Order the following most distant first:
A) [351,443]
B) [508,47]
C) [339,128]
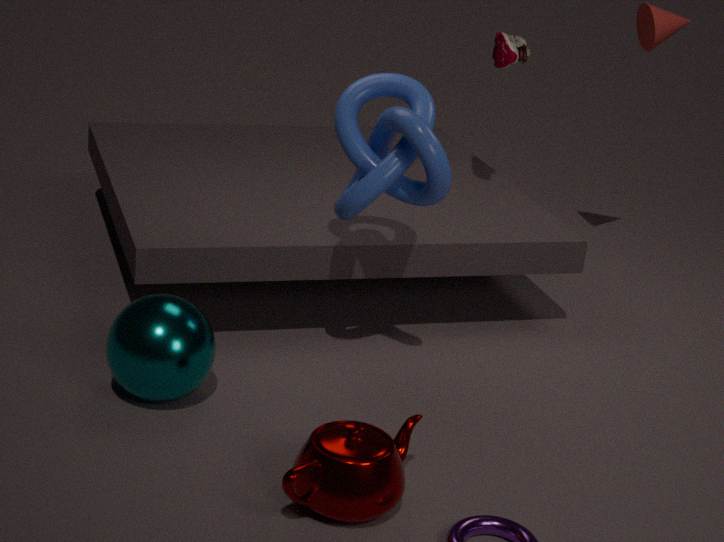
1. B. [508,47]
2. C. [339,128]
3. A. [351,443]
